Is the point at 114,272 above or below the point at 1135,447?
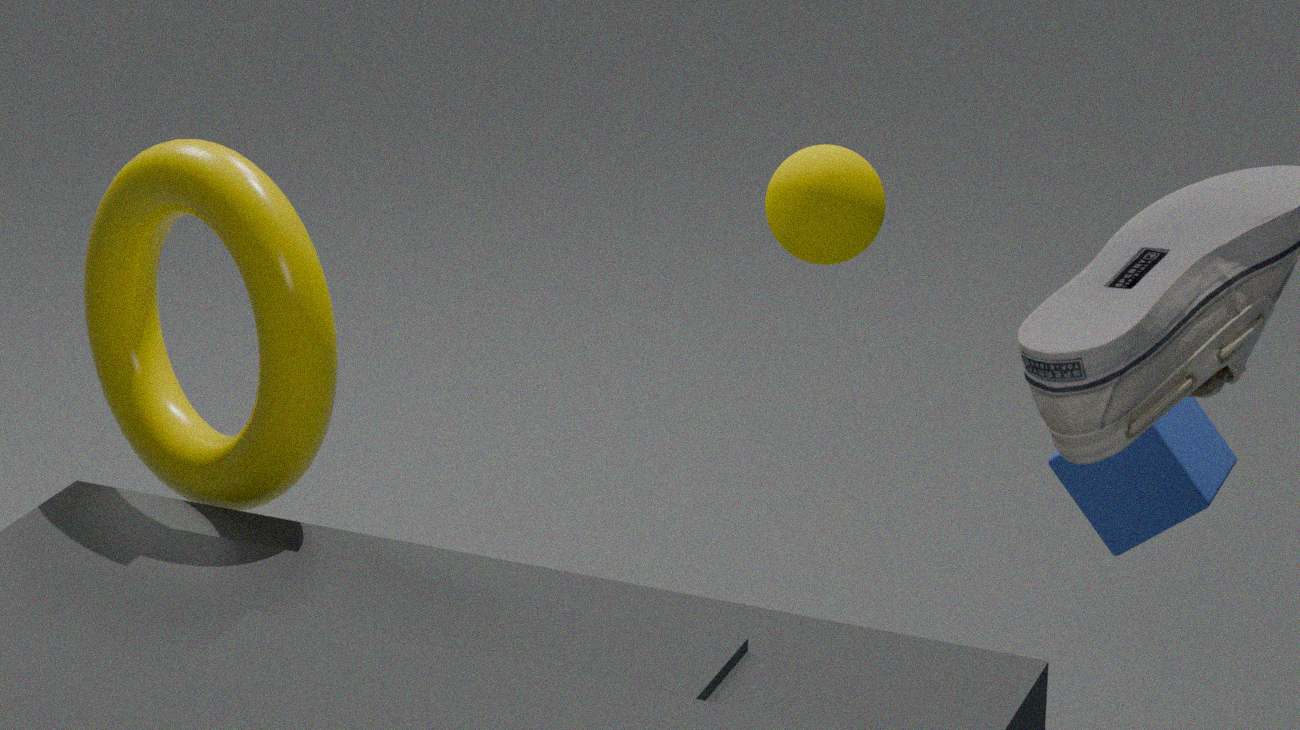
above
